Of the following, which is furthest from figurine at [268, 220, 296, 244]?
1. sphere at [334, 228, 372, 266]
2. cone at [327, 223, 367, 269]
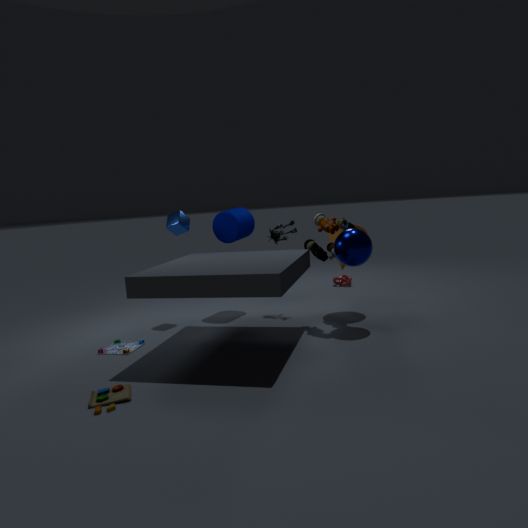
sphere at [334, 228, 372, 266]
